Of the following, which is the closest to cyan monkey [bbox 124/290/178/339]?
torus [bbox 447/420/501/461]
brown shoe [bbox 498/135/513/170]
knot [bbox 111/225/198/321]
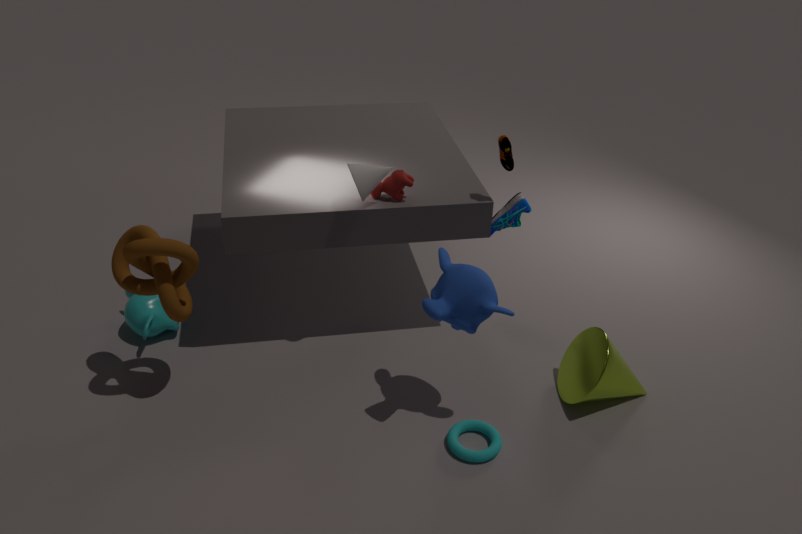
knot [bbox 111/225/198/321]
